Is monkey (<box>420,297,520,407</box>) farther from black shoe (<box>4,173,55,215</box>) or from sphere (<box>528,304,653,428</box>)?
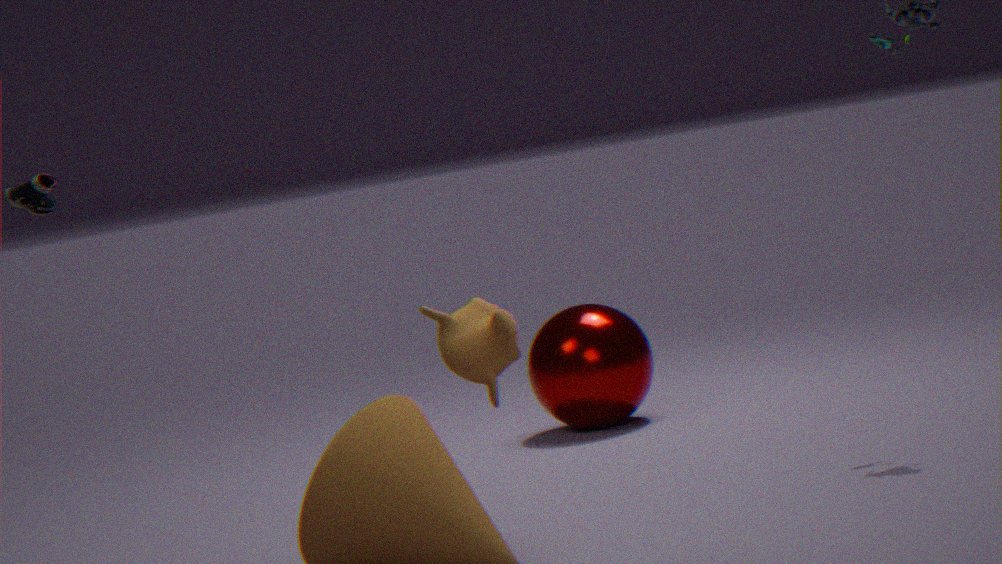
sphere (<box>528,304,653,428</box>)
